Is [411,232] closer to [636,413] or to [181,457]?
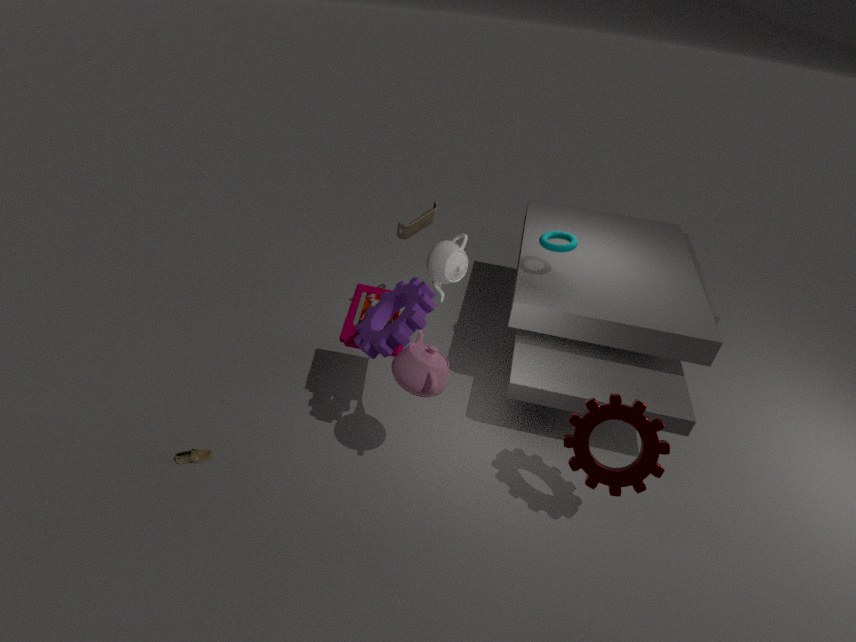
[636,413]
